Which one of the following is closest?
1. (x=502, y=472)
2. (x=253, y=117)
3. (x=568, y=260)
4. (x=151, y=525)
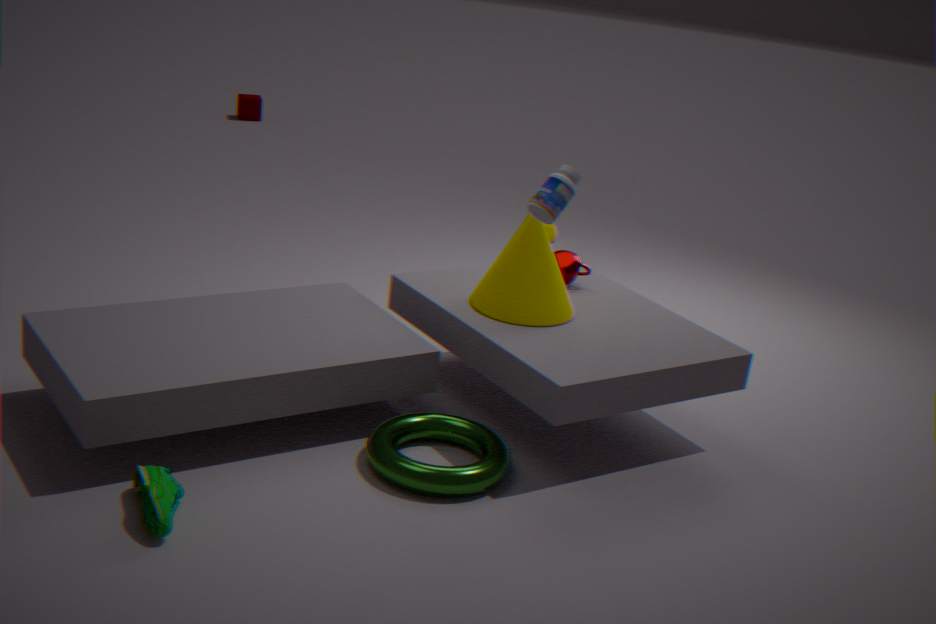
(x=151, y=525)
